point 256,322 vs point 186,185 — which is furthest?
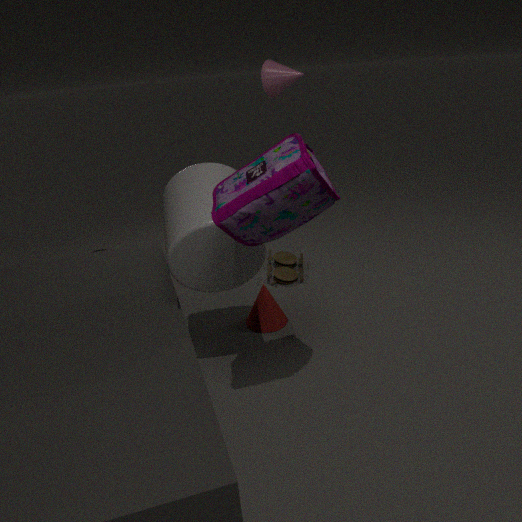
point 256,322
